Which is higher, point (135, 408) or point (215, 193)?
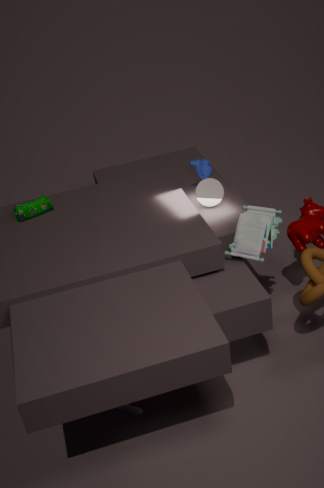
point (215, 193)
